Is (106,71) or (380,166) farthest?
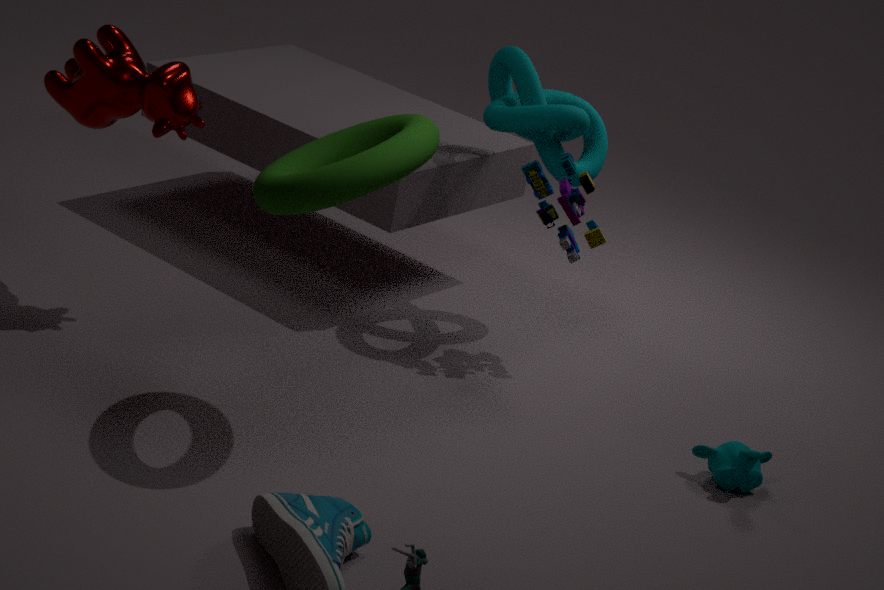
(106,71)
